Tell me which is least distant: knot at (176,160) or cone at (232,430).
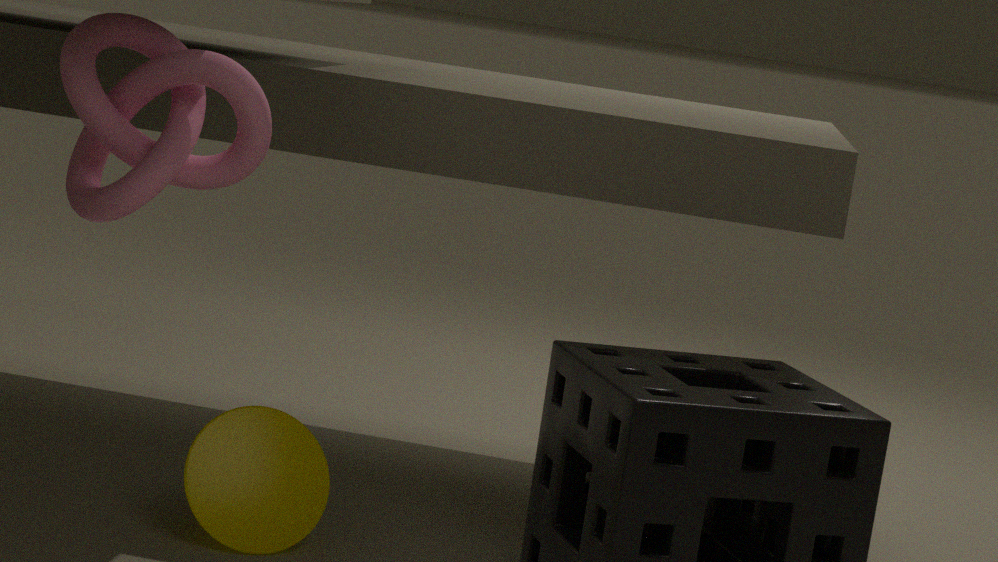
knot at (176,160)
